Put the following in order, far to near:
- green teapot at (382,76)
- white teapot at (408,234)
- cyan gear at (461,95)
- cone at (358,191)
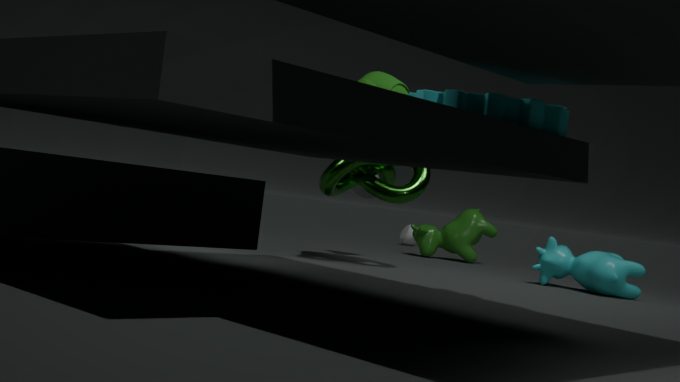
1. white teapot at (408,234)
2. cone at (358,191)
3. green teapot at (382,76)
4. cyan gear at (461,95)
